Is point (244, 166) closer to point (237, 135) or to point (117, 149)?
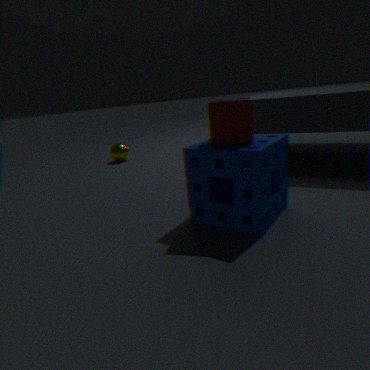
point (237, 135)
